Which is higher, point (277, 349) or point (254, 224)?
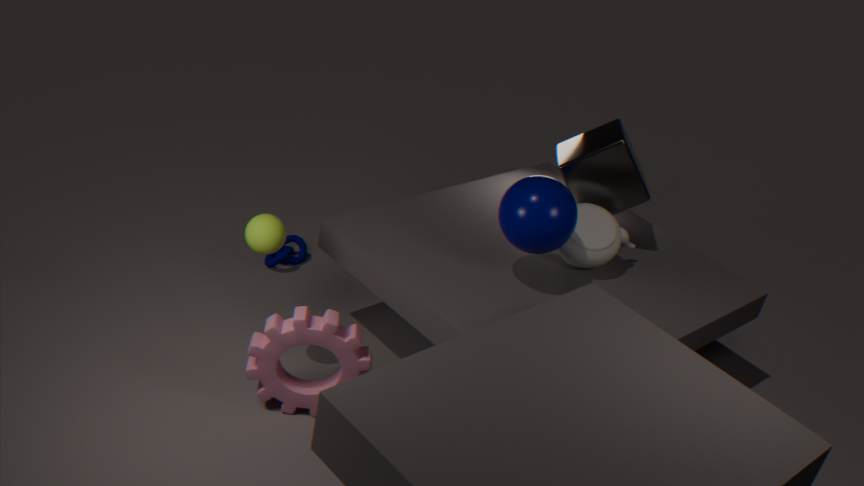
point (254, 224)
